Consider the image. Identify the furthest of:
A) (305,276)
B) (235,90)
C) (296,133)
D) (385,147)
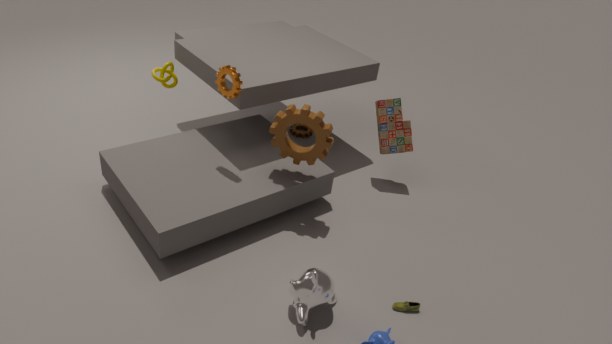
(296,133)
